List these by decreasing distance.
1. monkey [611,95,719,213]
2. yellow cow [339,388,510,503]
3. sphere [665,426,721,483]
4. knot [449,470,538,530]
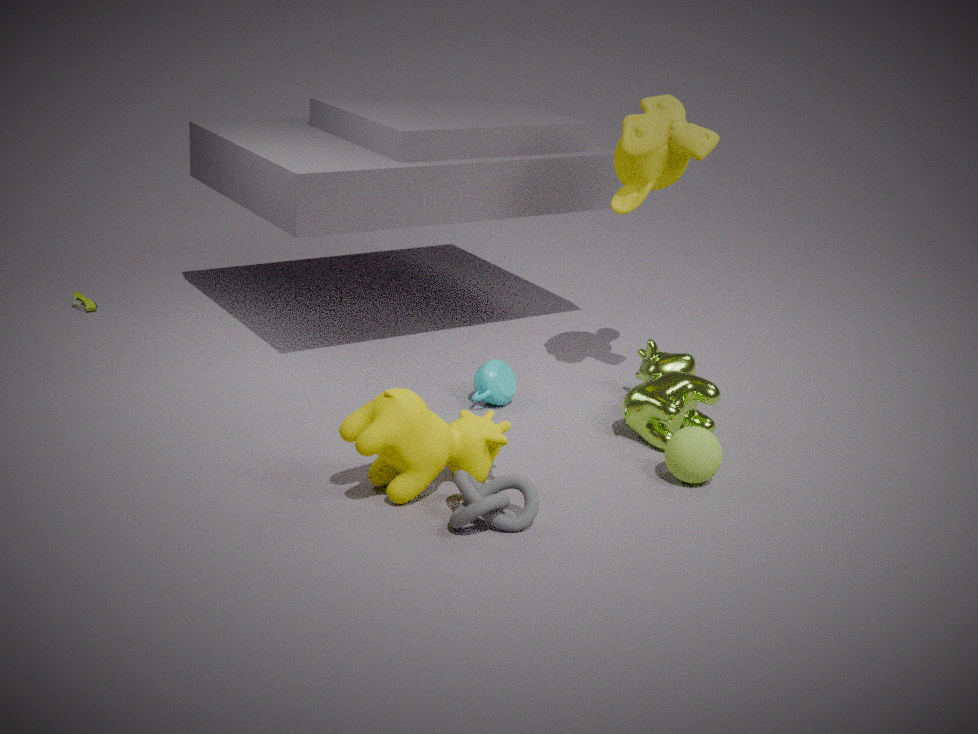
monkey [611,95,719,213], sphere [665,426,721,483], yellow cow [339,388,510,503], knot [449,470,538,530]
